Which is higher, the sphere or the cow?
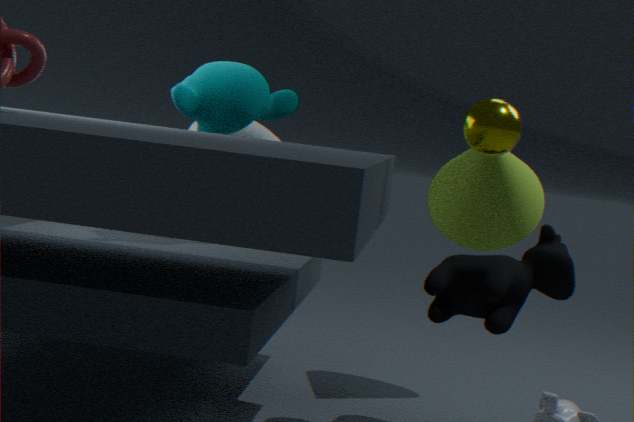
the sphere
